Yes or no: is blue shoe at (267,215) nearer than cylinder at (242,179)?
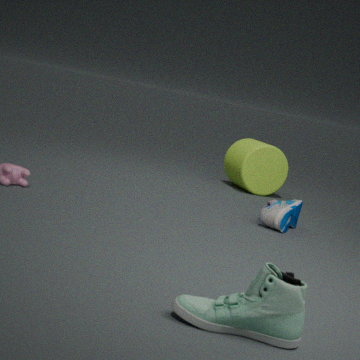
Yes
